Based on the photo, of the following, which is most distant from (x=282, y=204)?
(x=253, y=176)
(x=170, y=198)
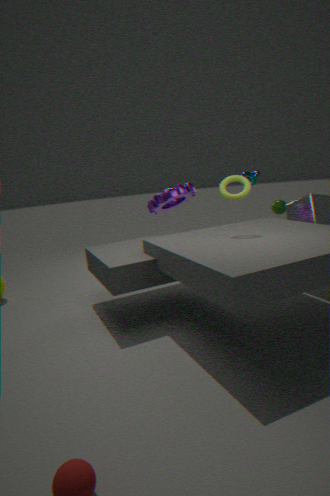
(x=170, y=198)
